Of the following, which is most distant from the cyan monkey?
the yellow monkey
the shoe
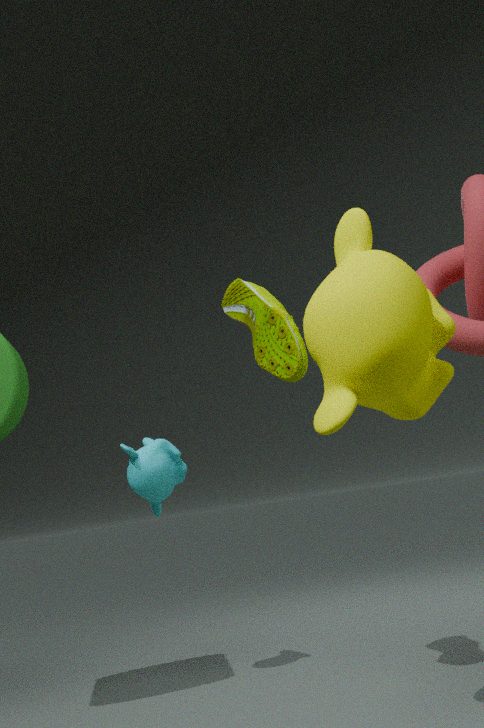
the yellow monkey
